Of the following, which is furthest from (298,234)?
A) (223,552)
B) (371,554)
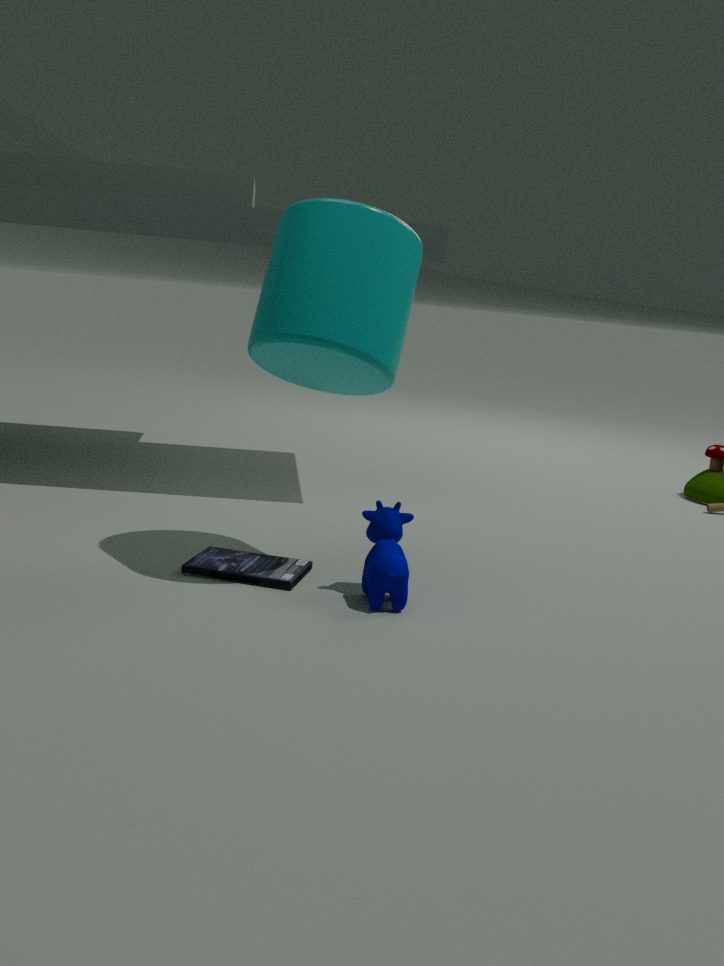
(223,552)
